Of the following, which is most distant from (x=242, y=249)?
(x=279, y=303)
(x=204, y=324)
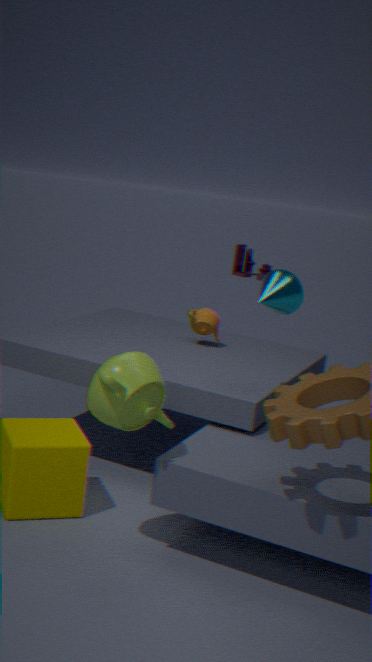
(x=279, y=303)
